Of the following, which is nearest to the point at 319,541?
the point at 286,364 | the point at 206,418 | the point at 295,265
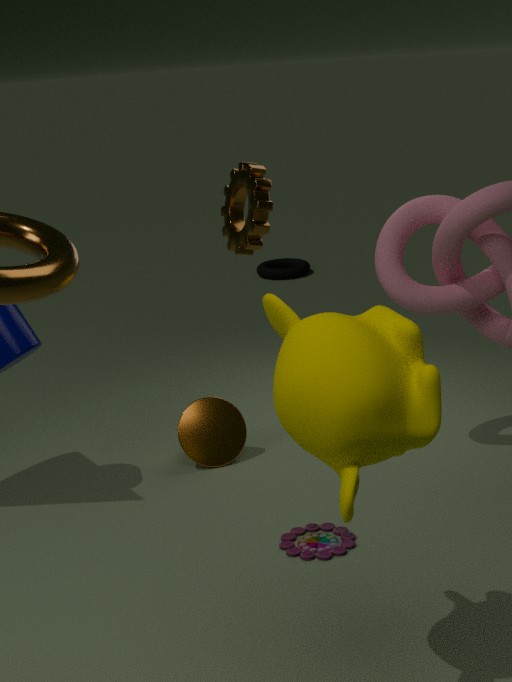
the point at 206,418
